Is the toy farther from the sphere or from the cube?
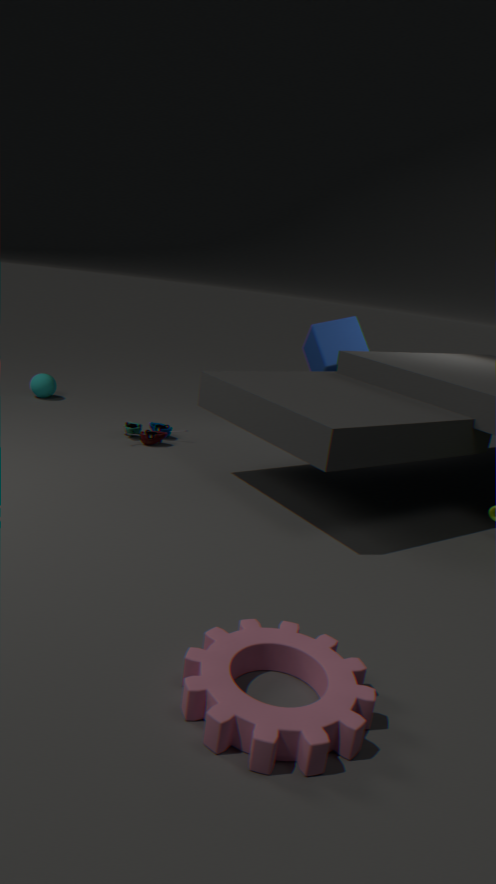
the cube
